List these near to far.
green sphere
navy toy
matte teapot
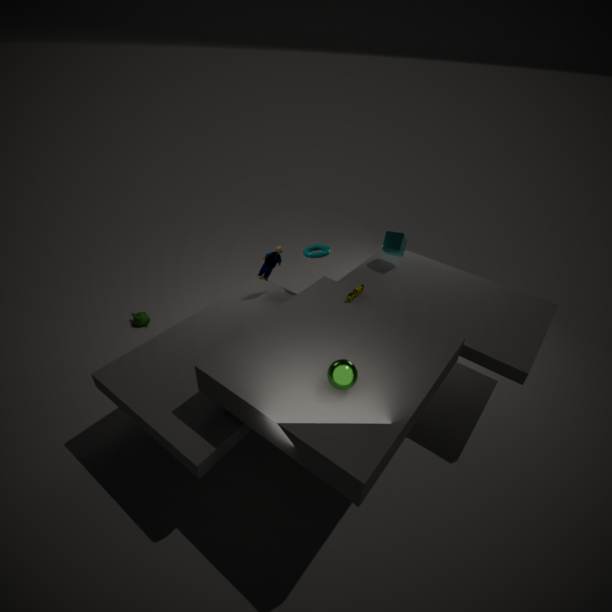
1. green sphere
2. navy toy
3. matte teapot
